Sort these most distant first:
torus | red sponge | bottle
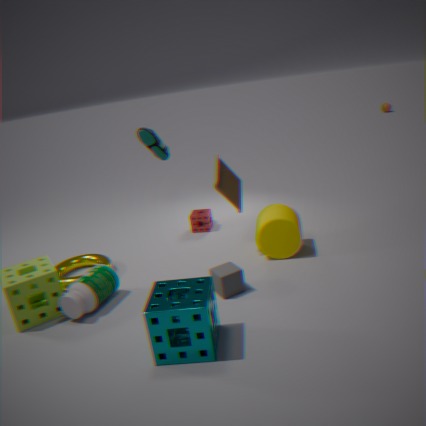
1. red sponge
2. torus
3. bottle
